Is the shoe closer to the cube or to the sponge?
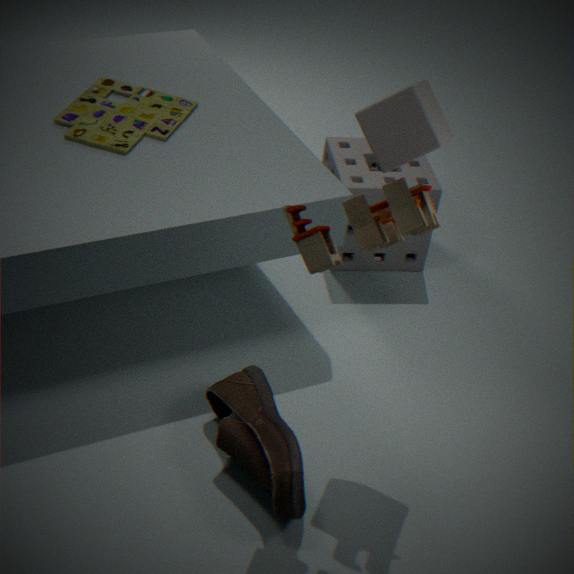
the cube
